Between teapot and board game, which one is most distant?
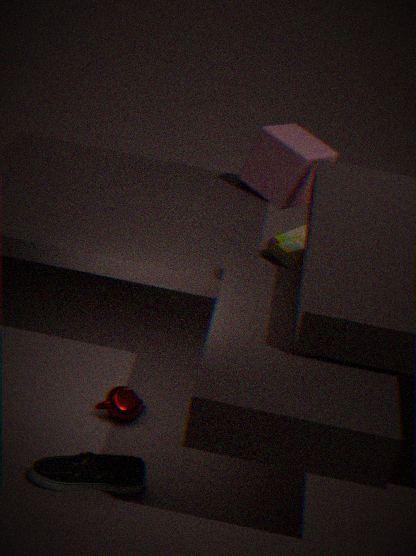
board game
